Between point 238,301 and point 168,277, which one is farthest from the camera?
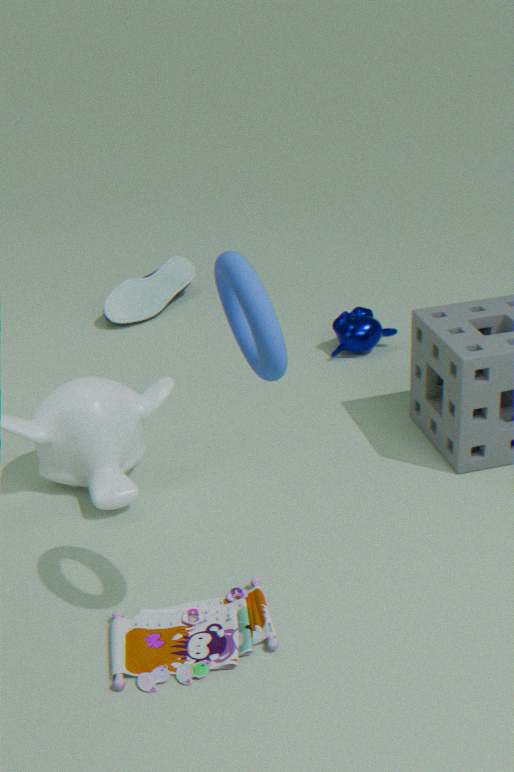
point 168,277
